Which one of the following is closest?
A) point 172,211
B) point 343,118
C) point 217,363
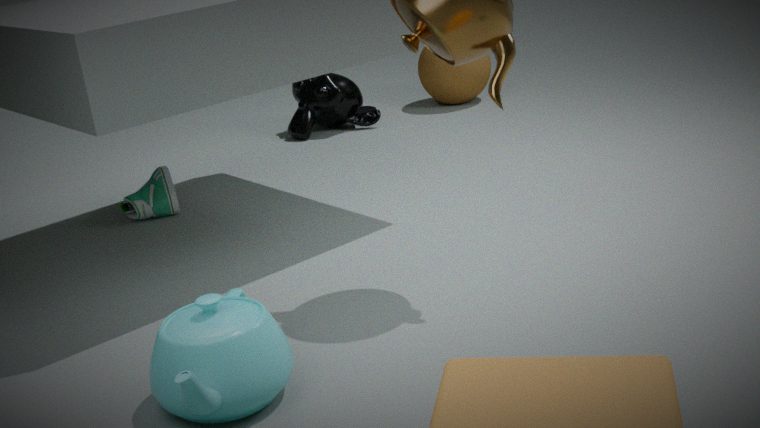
point 217,363
